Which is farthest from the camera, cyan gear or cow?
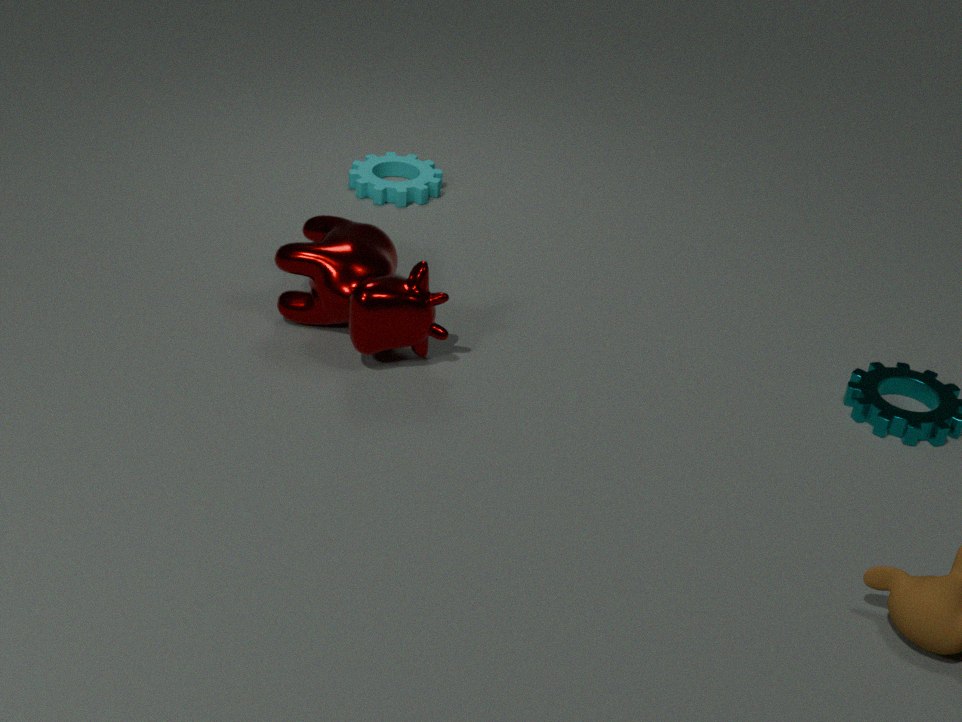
cyan gear
